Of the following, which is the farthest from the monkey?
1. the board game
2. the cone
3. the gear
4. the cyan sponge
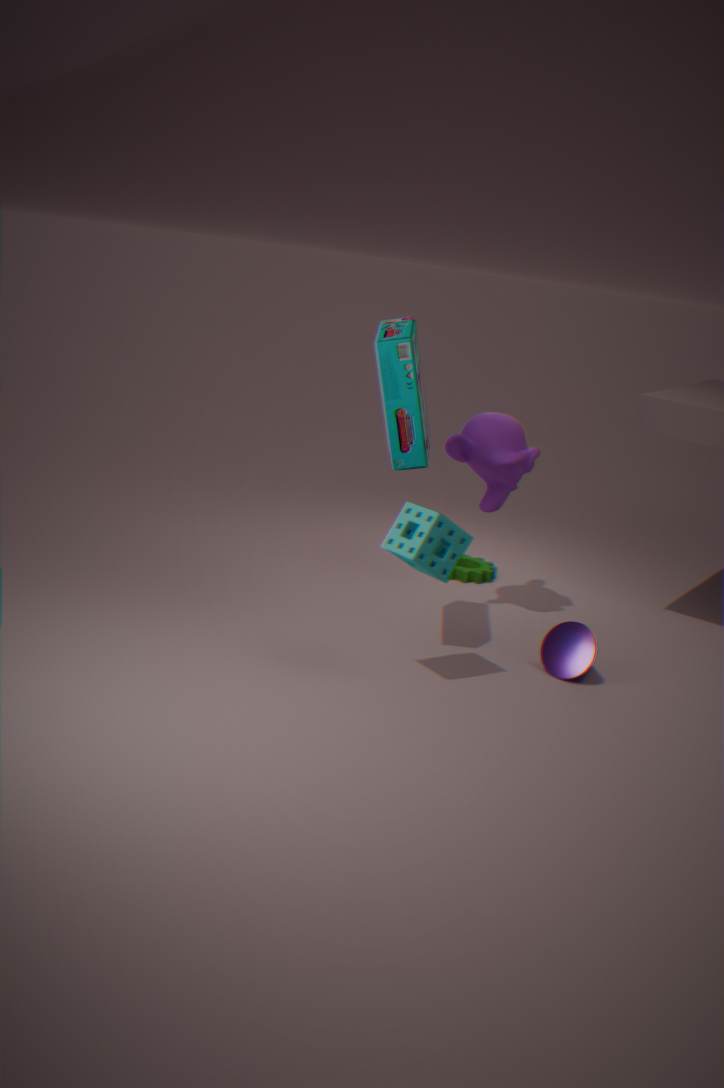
the cone
